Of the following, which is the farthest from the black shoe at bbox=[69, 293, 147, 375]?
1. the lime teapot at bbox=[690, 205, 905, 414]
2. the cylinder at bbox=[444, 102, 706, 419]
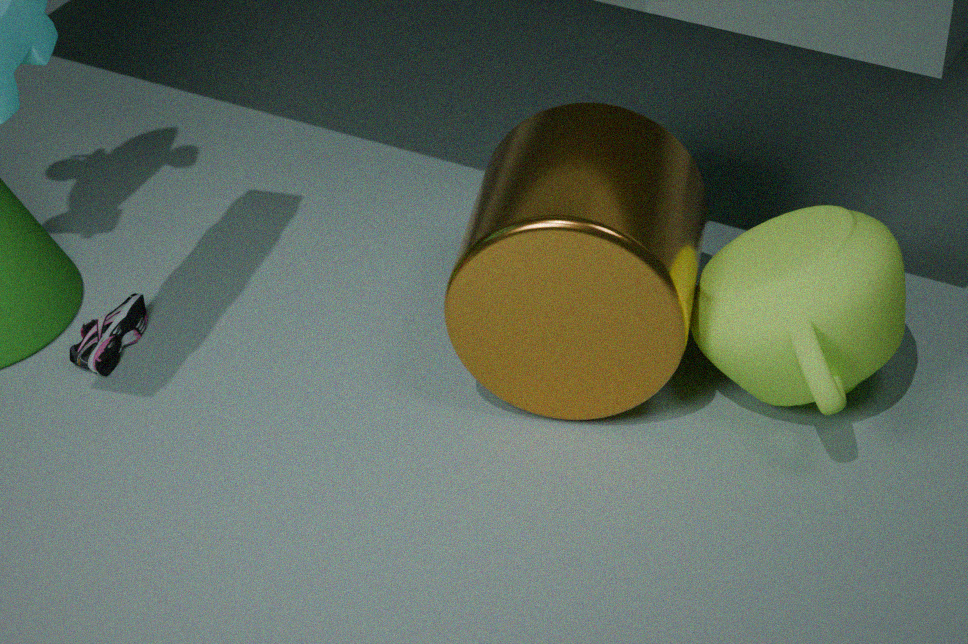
the lime teapot at bbox=[690, 205, 905, 414]
